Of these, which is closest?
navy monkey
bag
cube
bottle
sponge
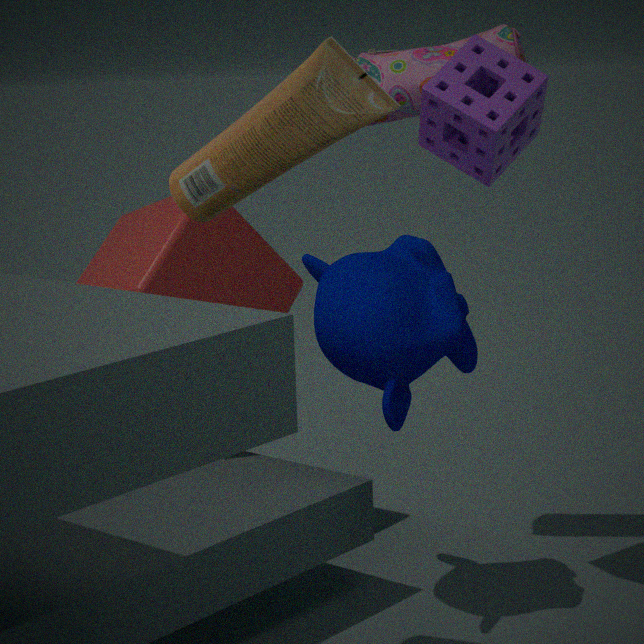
bottle
